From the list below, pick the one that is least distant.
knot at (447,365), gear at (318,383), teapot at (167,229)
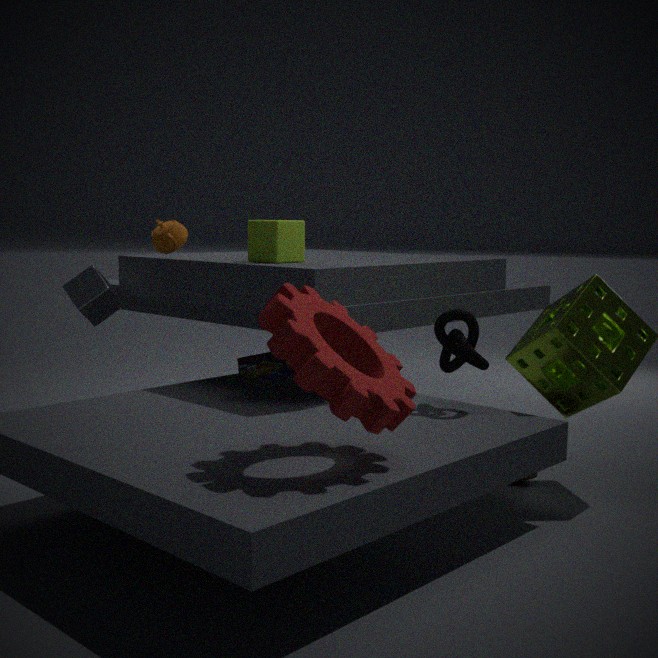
gear at (318,383)
